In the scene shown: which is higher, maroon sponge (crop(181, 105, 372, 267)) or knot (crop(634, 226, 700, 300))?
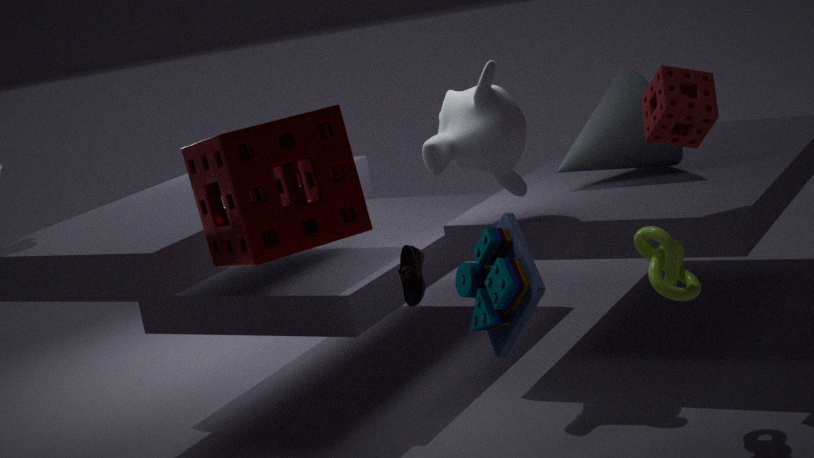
maroon sponge (crop(181, 105, 372, 267))
